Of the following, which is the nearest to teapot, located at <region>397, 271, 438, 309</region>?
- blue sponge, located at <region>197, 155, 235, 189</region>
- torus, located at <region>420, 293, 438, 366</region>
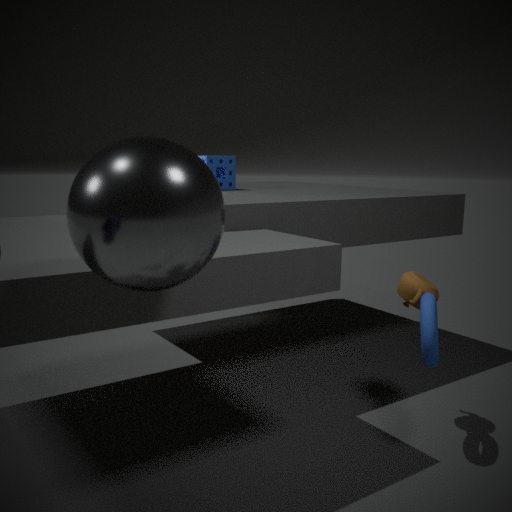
torus, located at <region>420, 293, 438, 366</region>
